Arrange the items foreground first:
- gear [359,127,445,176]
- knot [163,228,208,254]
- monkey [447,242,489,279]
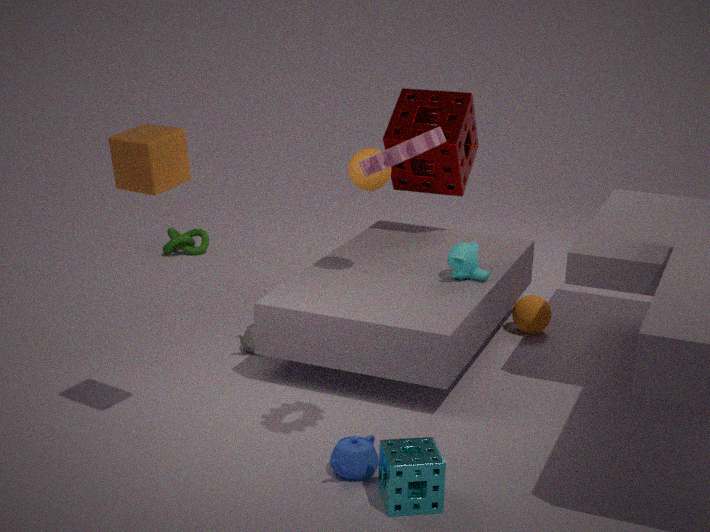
gear [359,127,445,176]
monkey [447,242,489,279]
knot [163,228,208,254]
